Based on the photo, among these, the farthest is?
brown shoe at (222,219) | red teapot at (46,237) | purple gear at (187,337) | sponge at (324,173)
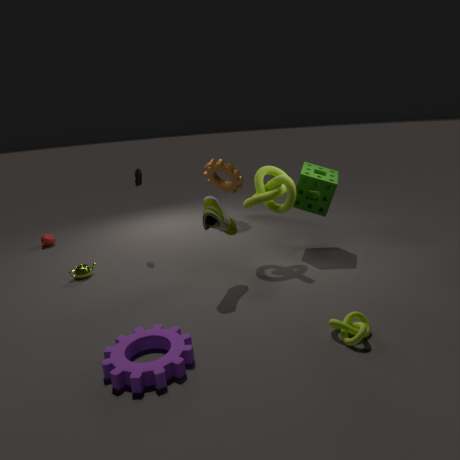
red teapot at (46,237)
